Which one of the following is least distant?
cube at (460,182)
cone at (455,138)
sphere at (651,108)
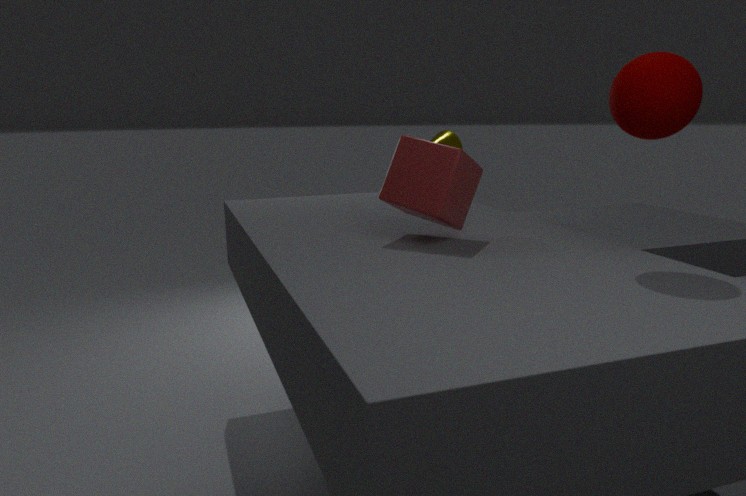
sphere at (651,108)
